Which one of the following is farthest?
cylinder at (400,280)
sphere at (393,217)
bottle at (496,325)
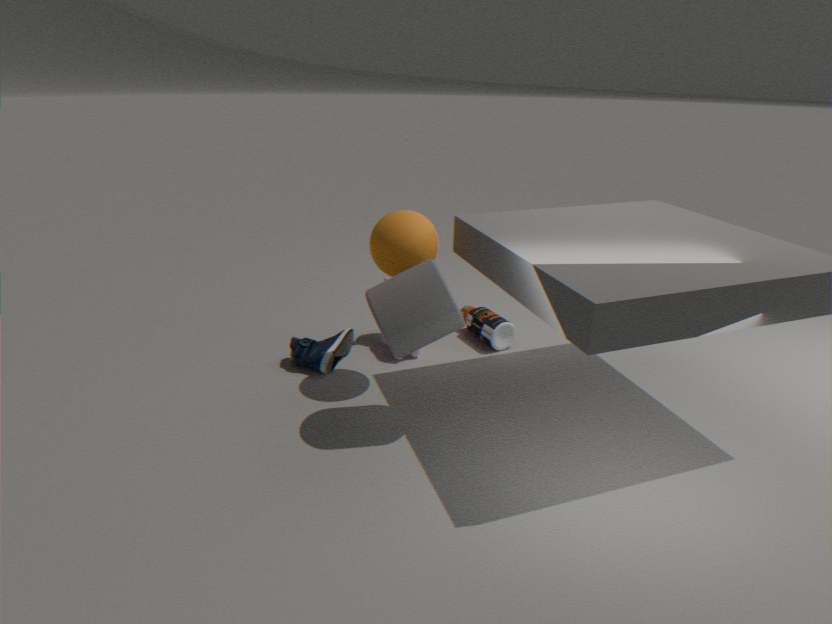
bottle at (496,325)
